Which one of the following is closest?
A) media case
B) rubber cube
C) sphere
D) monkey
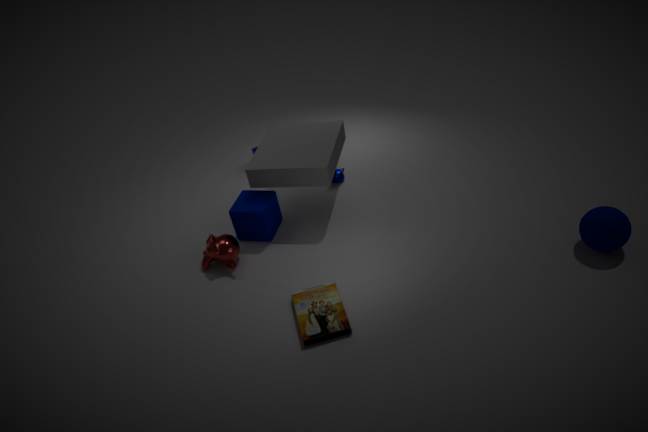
media case
